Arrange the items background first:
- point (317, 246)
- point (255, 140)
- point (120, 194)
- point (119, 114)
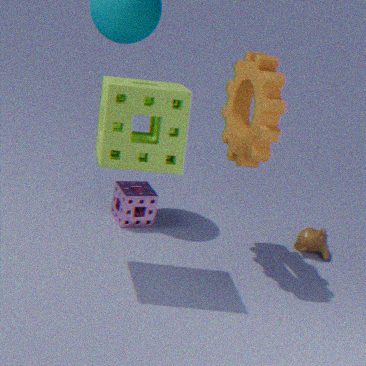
point (317, 246), point (120, 194), point (255, 140), point (119, 114)
